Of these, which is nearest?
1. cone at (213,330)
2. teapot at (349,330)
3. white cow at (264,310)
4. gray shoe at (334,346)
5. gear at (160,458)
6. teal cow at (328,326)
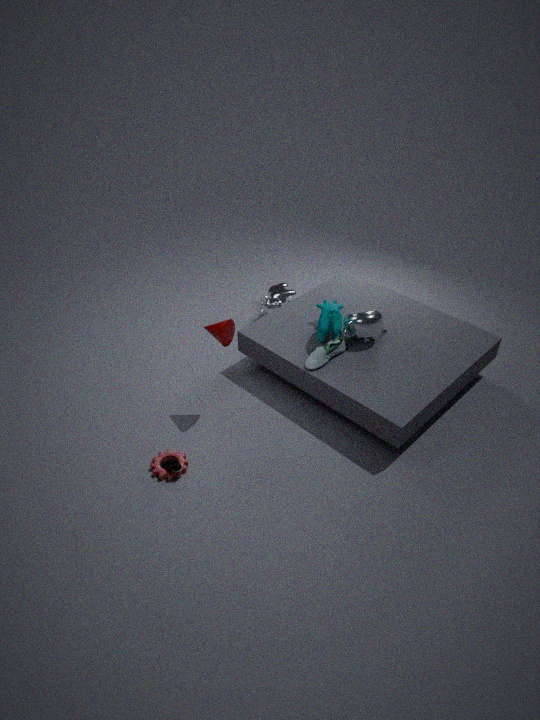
gear at (160,458)
